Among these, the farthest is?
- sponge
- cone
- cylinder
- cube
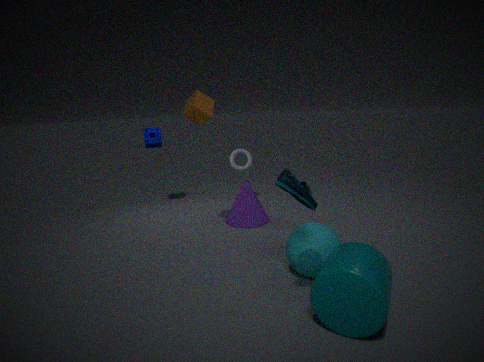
sponge
